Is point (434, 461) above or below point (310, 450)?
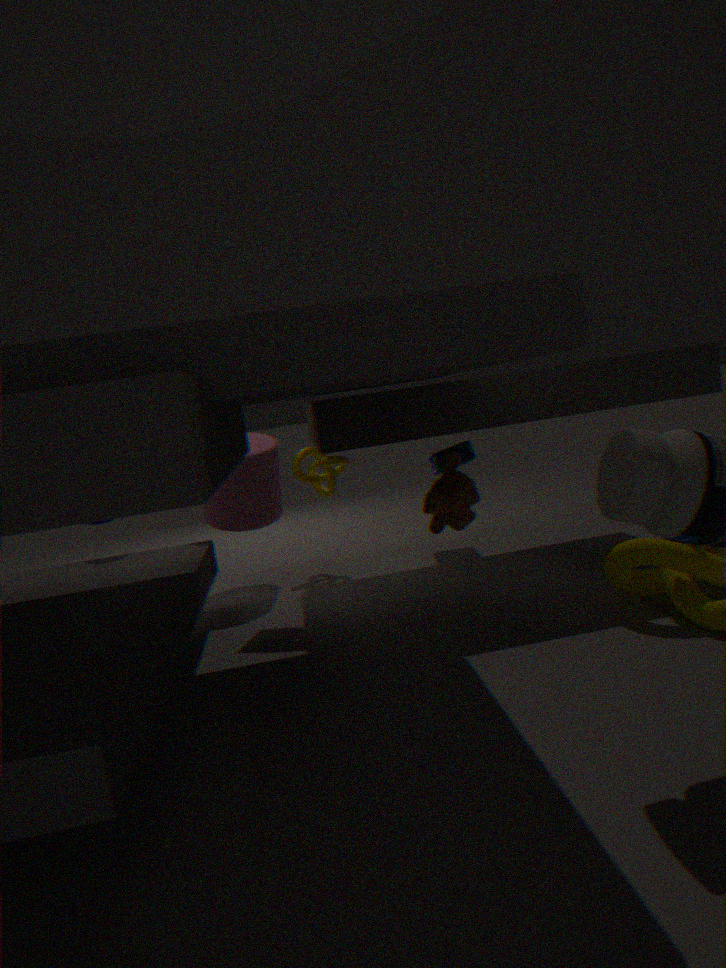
below
